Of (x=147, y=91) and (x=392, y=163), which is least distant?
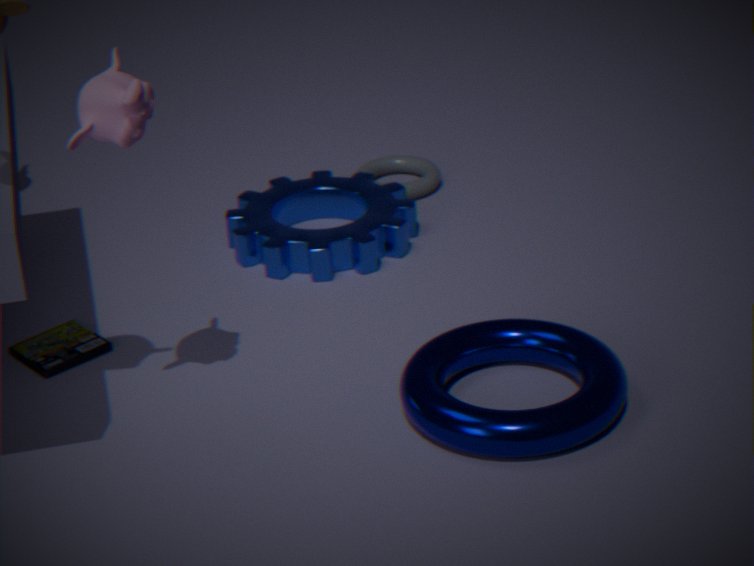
(x=147, y=91)
